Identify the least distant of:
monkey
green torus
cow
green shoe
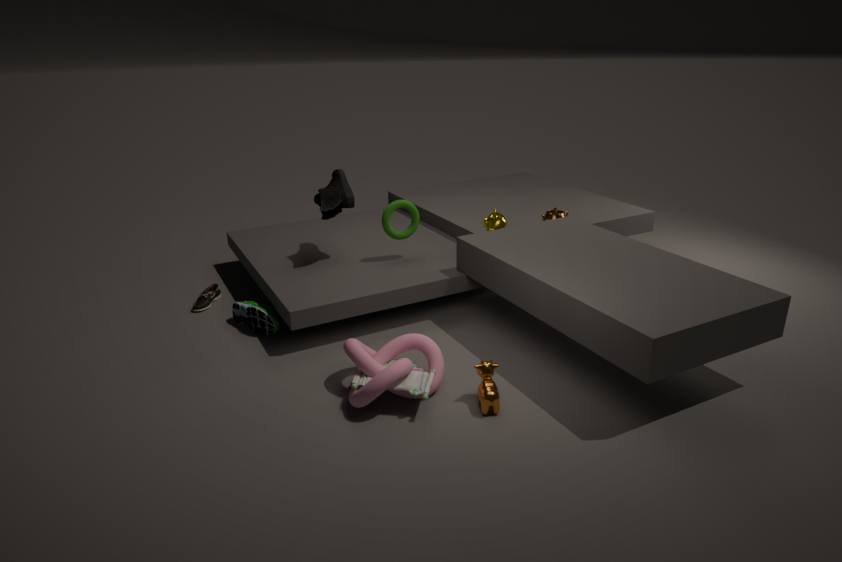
cow
